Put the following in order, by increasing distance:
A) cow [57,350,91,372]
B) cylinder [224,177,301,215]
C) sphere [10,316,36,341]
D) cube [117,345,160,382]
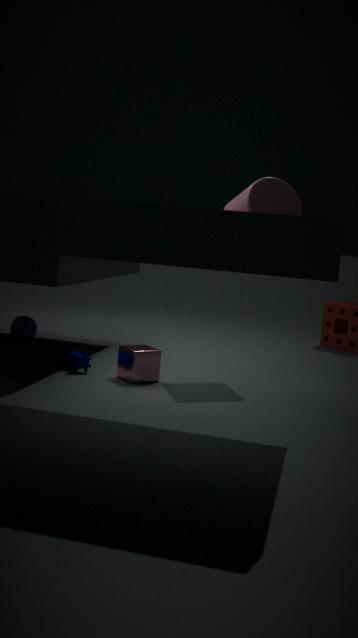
cube [117,345,160,382] < cow [57,350,91,372] < cylinder [224,177,301,215] < sphere [10,316,36,341]
